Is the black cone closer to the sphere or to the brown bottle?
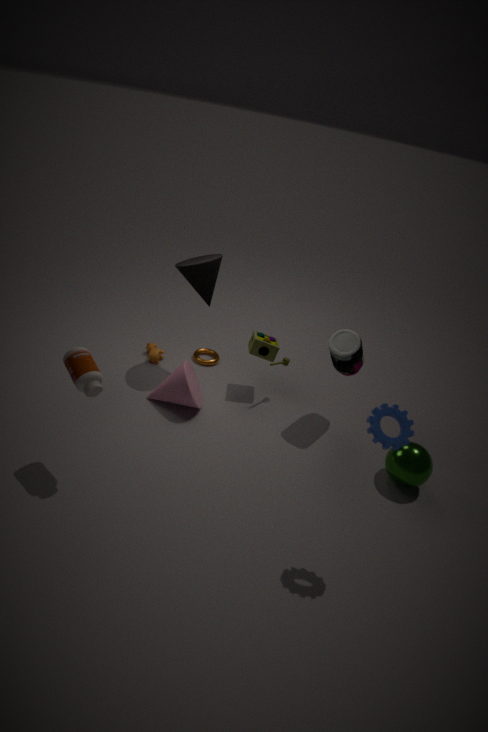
the brown bottle
